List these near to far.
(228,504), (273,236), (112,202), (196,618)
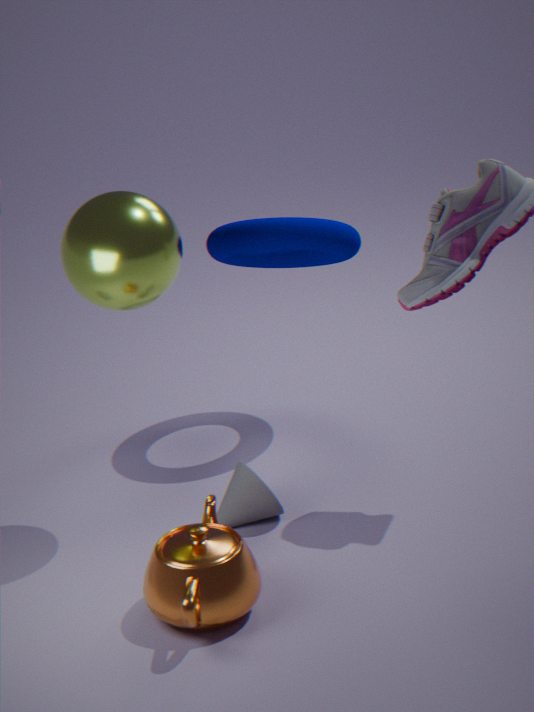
(196,618) → (112,202) → (228,504) → (273,236)
